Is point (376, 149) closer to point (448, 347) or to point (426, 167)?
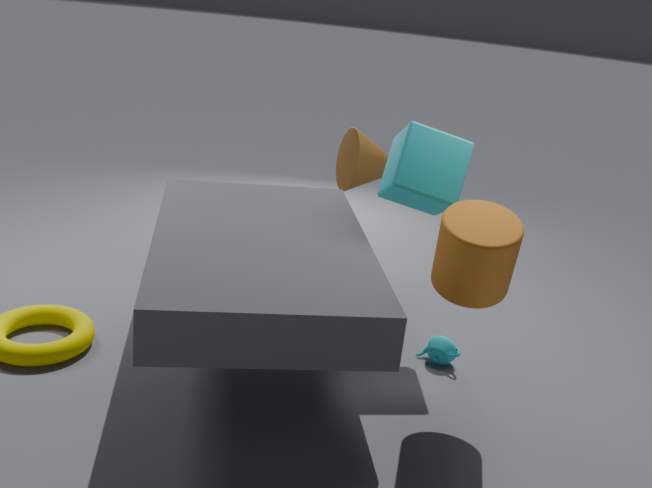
point (426, 167)
